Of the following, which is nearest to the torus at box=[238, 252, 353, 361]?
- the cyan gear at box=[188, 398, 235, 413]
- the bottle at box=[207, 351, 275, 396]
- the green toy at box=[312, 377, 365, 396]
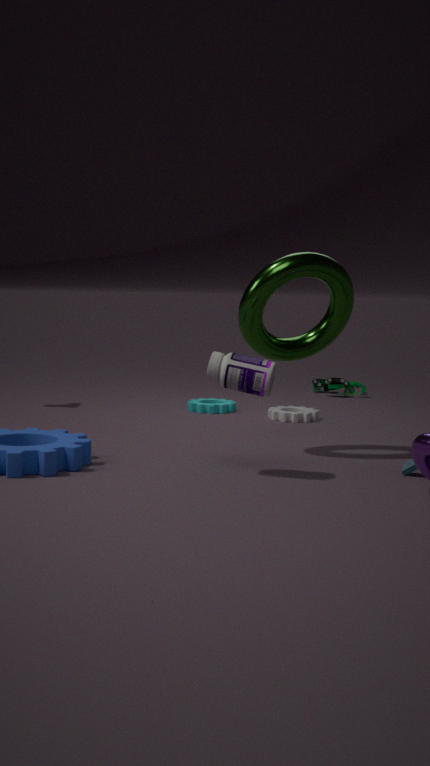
the bottle at box=[207, 351, 275, 396]
